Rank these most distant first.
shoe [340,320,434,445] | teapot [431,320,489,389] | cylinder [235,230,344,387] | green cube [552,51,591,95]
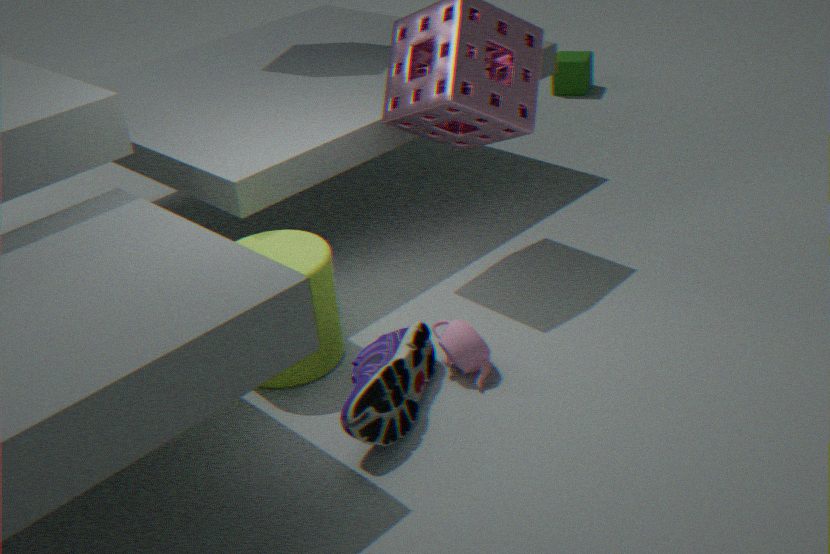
green cube [552,51,591,95]
cylinder [235,230,344,387]
teapot [431,320,489,389]
shoe [340,320,434,445]
